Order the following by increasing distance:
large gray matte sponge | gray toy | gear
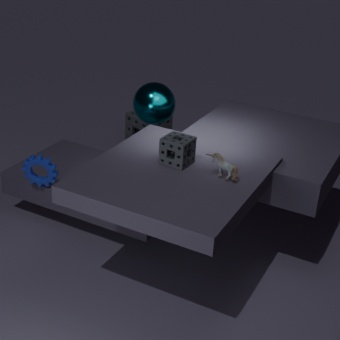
gray toy → gear → large gray matte sponge
